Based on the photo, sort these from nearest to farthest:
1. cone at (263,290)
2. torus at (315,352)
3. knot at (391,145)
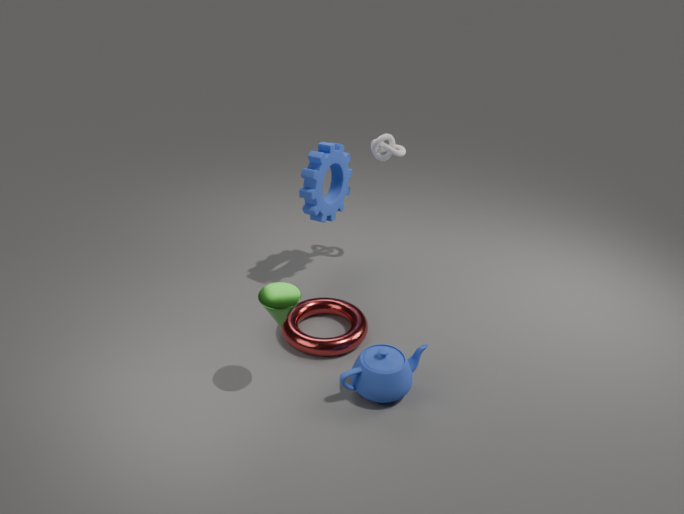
cone at (263,290) < torus at (315,352) < knot at (391,145)
